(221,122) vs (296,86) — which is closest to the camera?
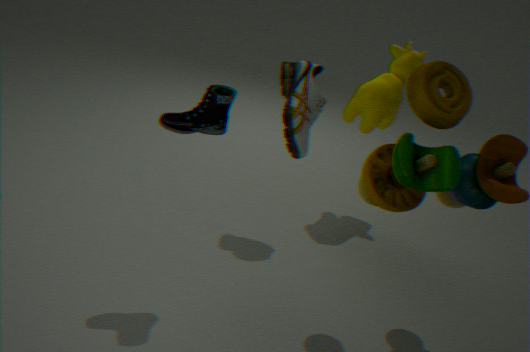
(221,122)
